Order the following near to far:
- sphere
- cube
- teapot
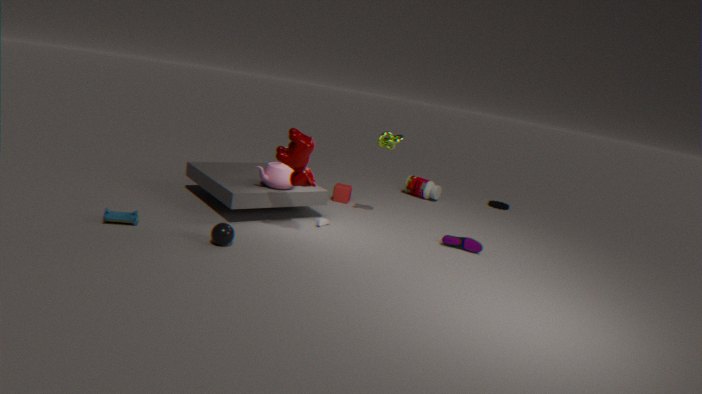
sphere, teapot, cube
